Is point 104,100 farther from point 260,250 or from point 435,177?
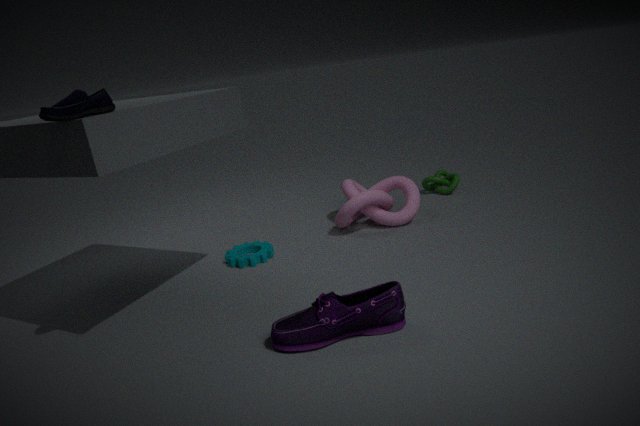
point 435,177
